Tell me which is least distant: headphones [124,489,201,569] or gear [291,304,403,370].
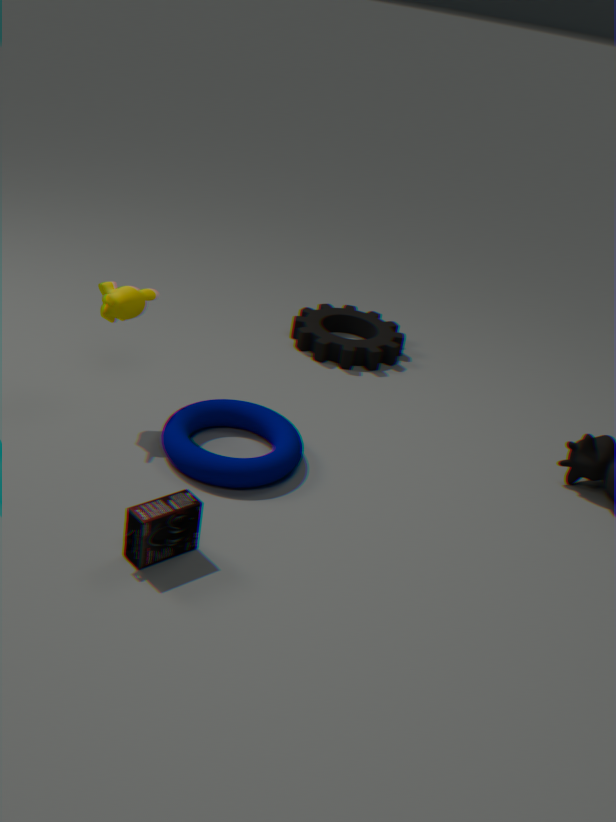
headphones [124,489,201,569]
